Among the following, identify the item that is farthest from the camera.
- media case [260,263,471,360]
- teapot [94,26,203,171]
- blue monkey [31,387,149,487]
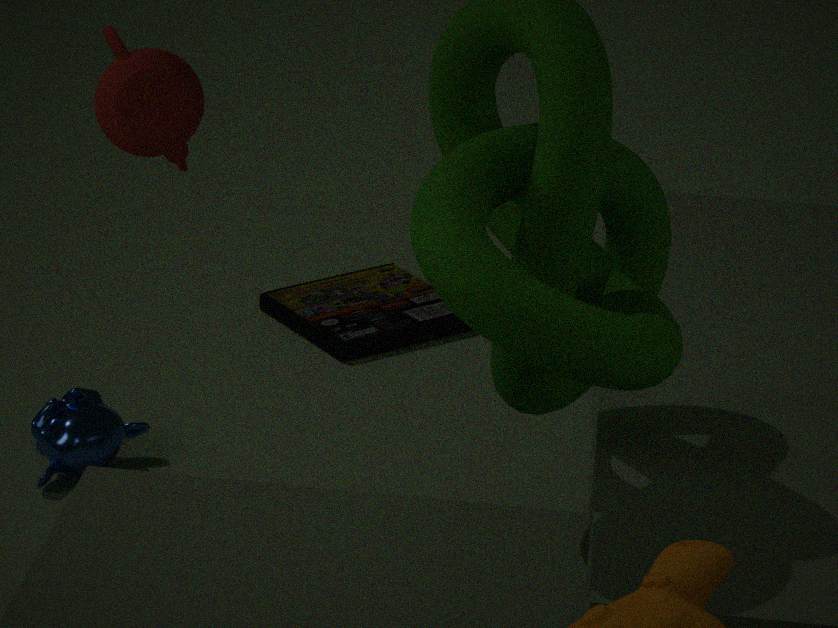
media case [260,263,471,360]
